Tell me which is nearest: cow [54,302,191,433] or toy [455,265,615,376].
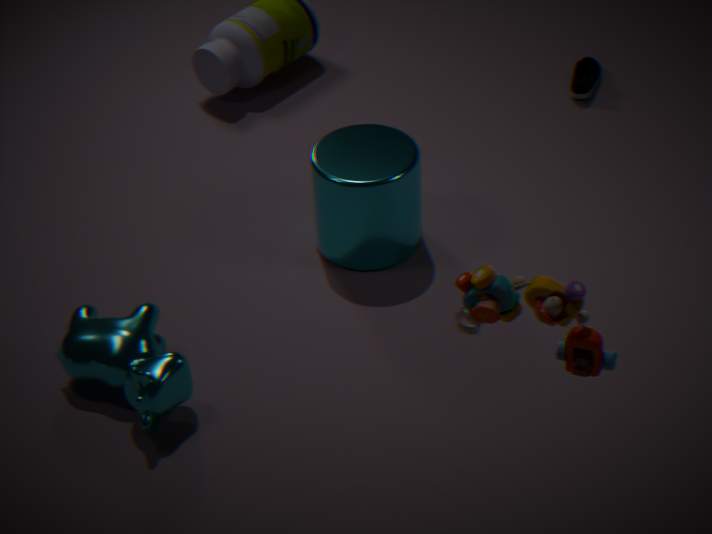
toy [455,265,615,376]
